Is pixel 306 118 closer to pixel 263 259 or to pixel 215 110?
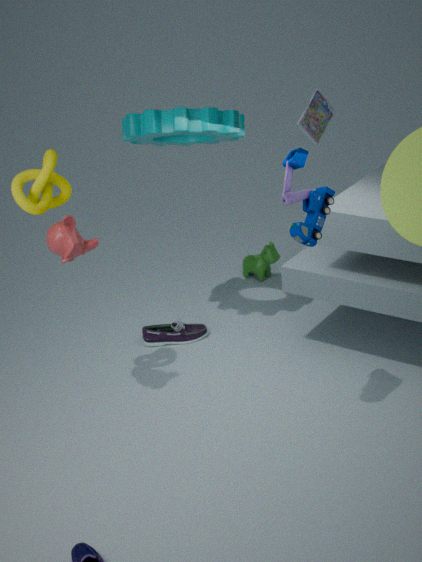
pixel 215 110
